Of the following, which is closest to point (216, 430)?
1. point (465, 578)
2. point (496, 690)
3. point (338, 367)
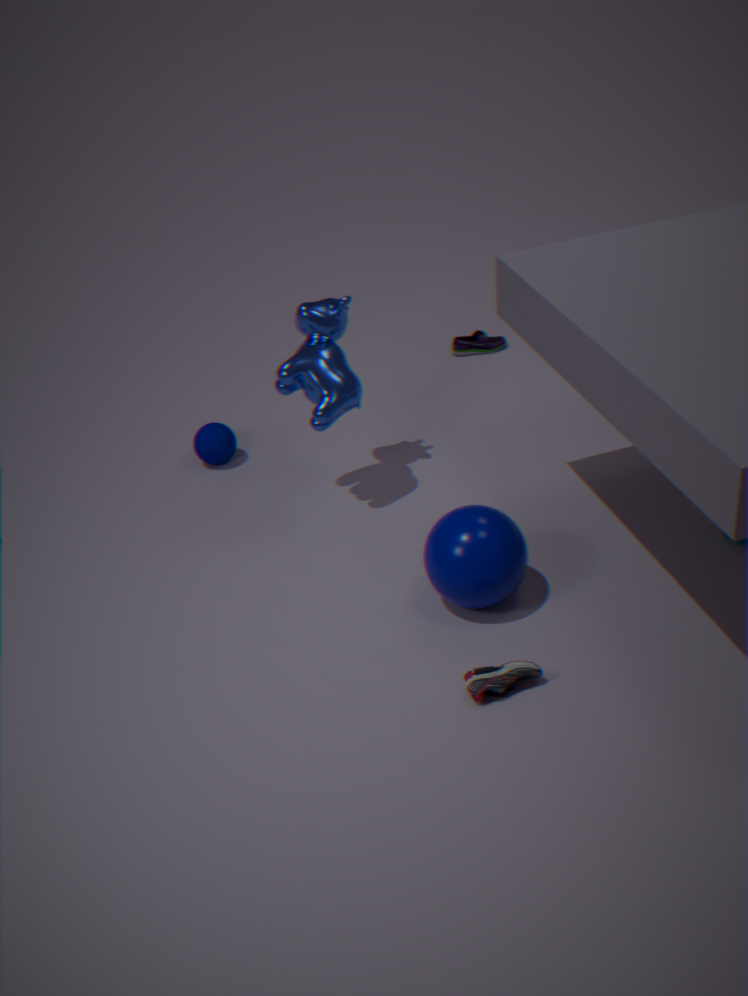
point (338, 367)
